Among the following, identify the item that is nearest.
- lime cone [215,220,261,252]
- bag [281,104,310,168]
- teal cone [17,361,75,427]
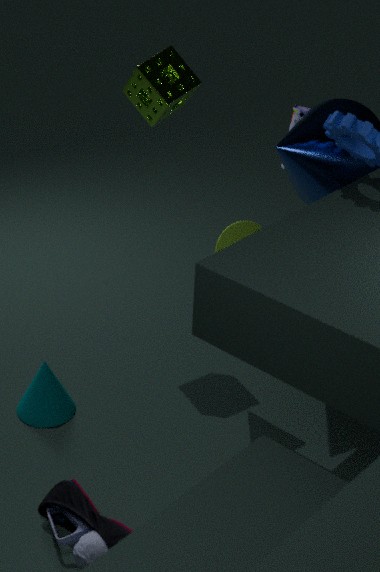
lime cone [215,220,261,252]
